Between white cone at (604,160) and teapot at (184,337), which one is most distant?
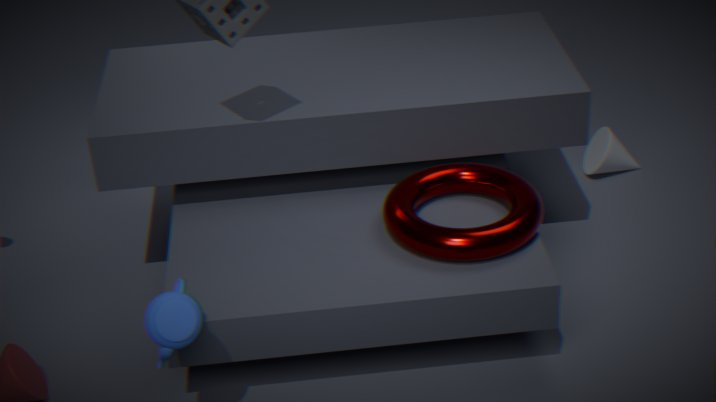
white cone at (604,160)
